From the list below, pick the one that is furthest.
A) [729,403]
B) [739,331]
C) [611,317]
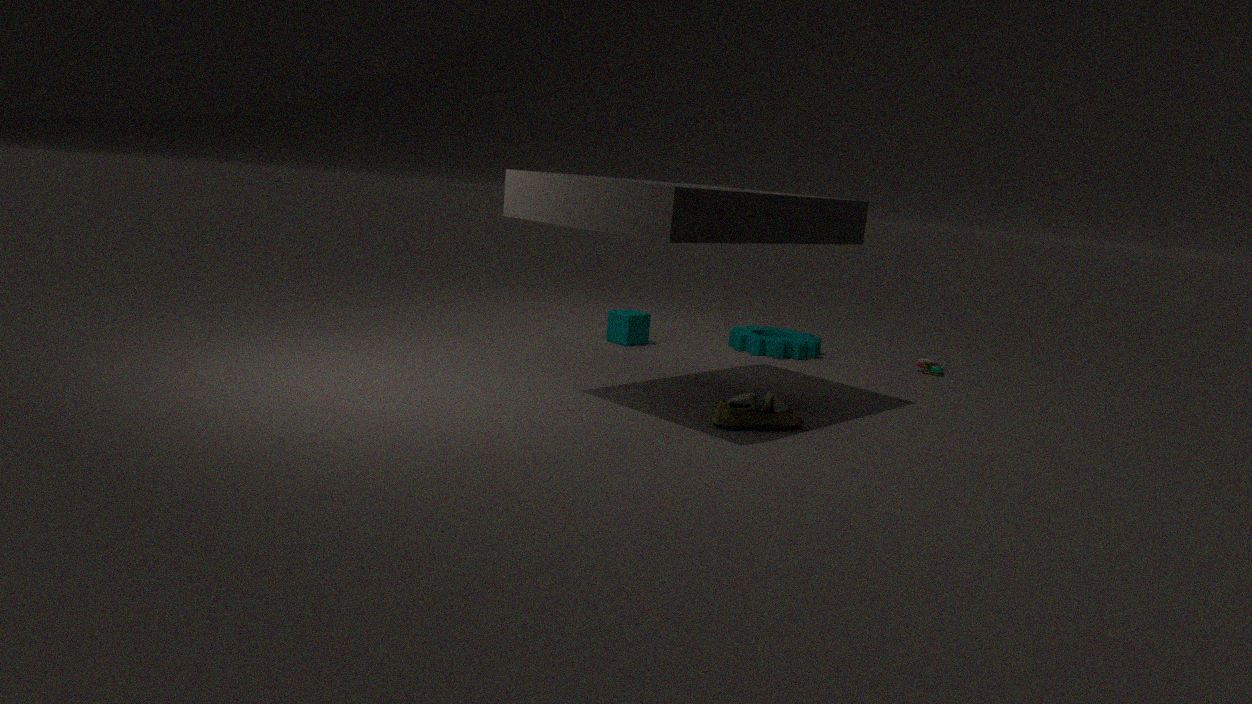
[739,331]
